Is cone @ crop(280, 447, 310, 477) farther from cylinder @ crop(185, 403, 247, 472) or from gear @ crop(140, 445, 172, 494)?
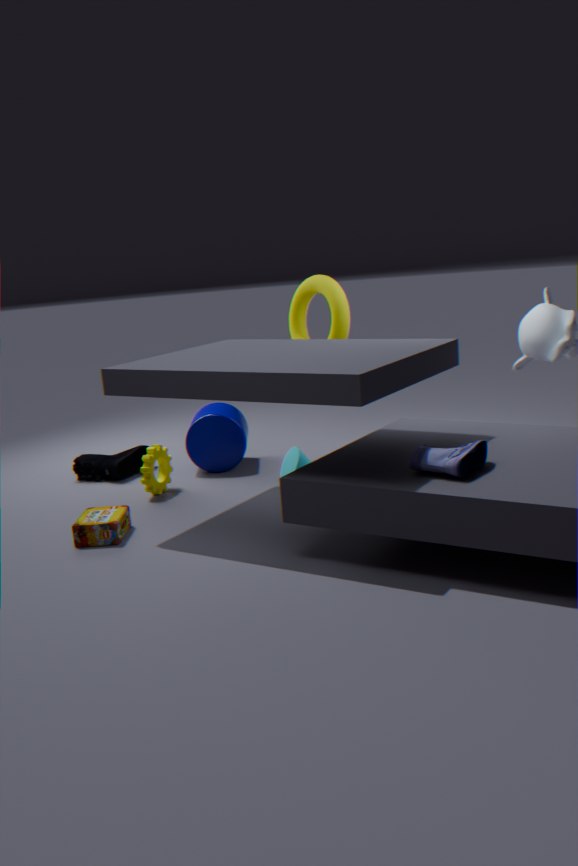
gear @ crop(140, 445, 172, 494)
